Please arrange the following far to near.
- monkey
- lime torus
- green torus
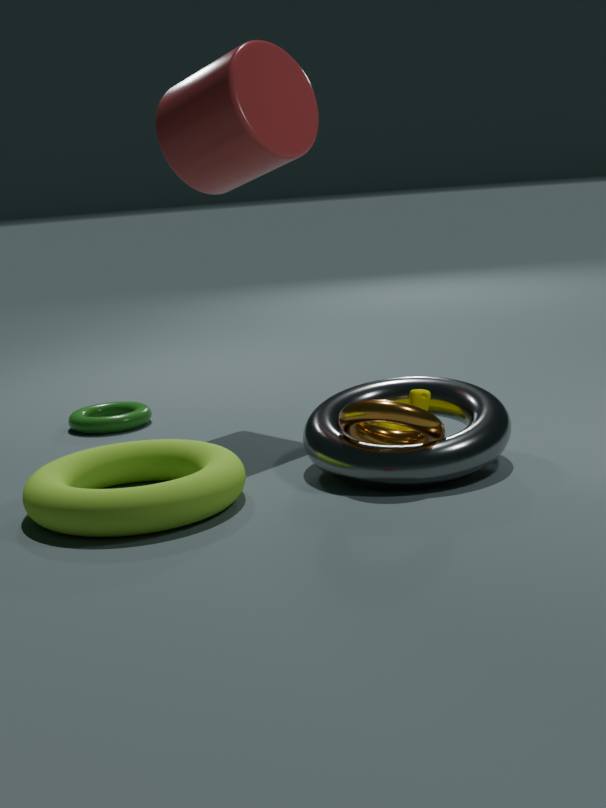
green torus
monkey
lime torus
